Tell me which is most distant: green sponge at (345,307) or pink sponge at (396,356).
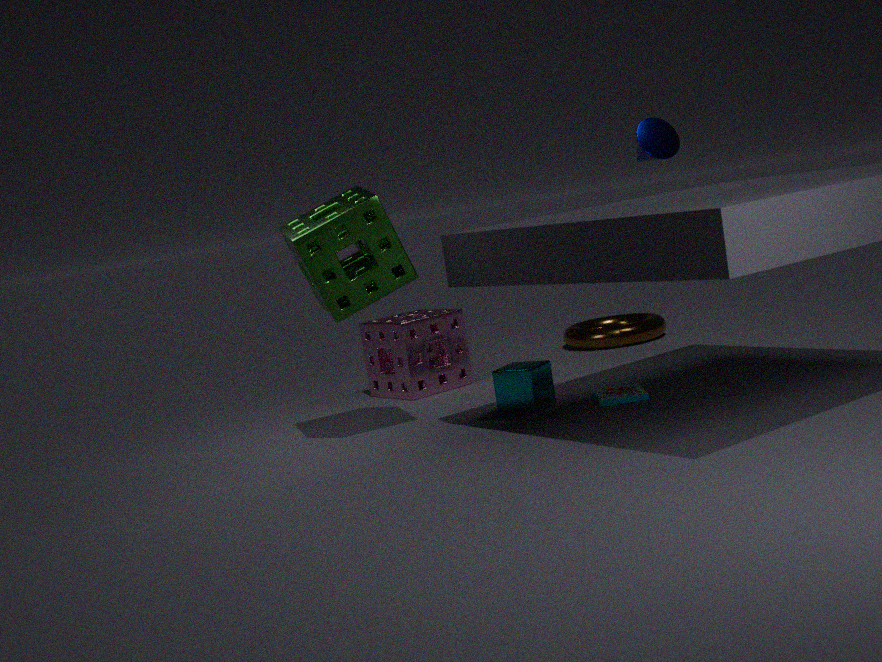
pink sponge at (396,356)
